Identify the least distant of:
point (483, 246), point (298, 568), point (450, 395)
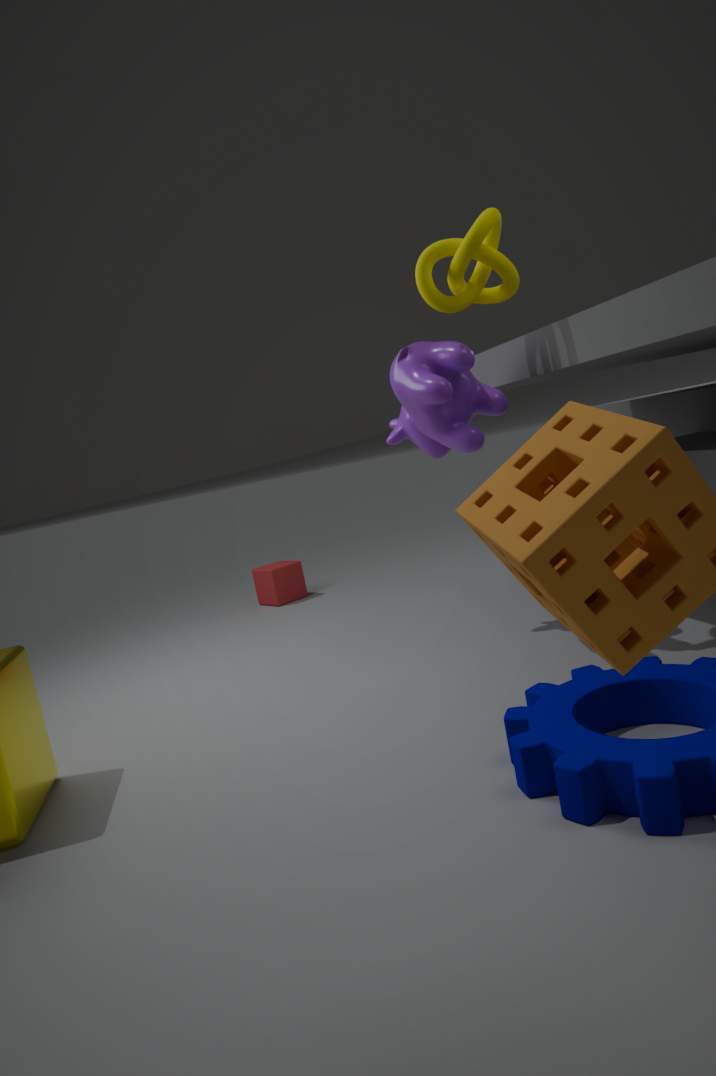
point (483, 246)
